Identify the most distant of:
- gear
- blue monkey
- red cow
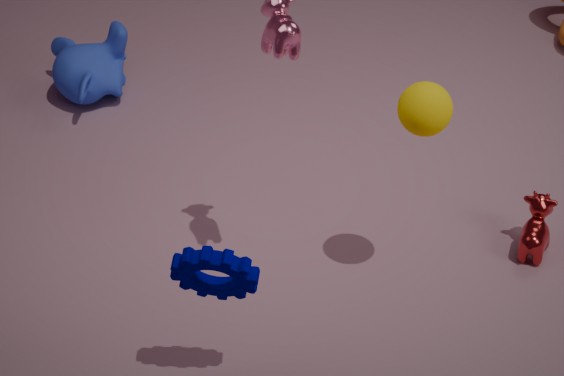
blue monkey
